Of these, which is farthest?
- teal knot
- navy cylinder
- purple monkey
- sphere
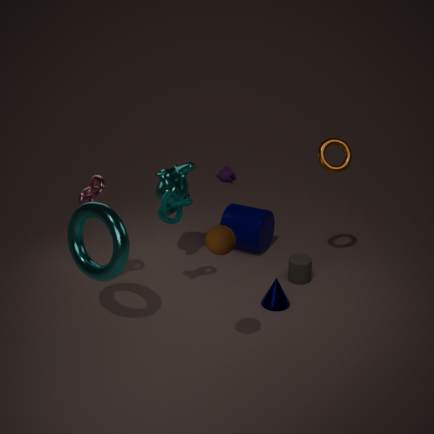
purple monkey
